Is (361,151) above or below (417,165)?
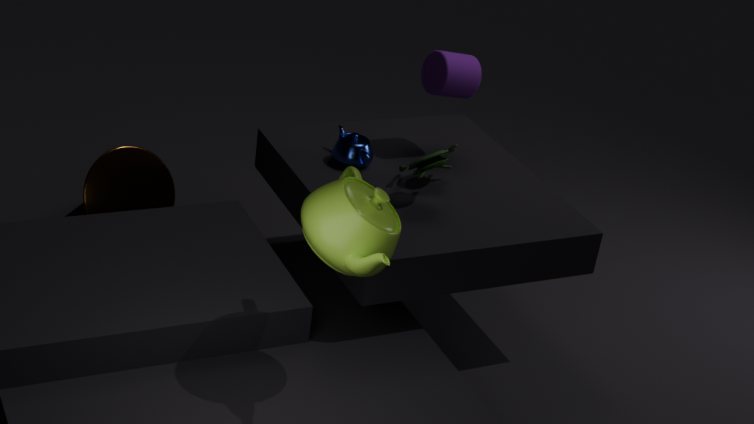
below
